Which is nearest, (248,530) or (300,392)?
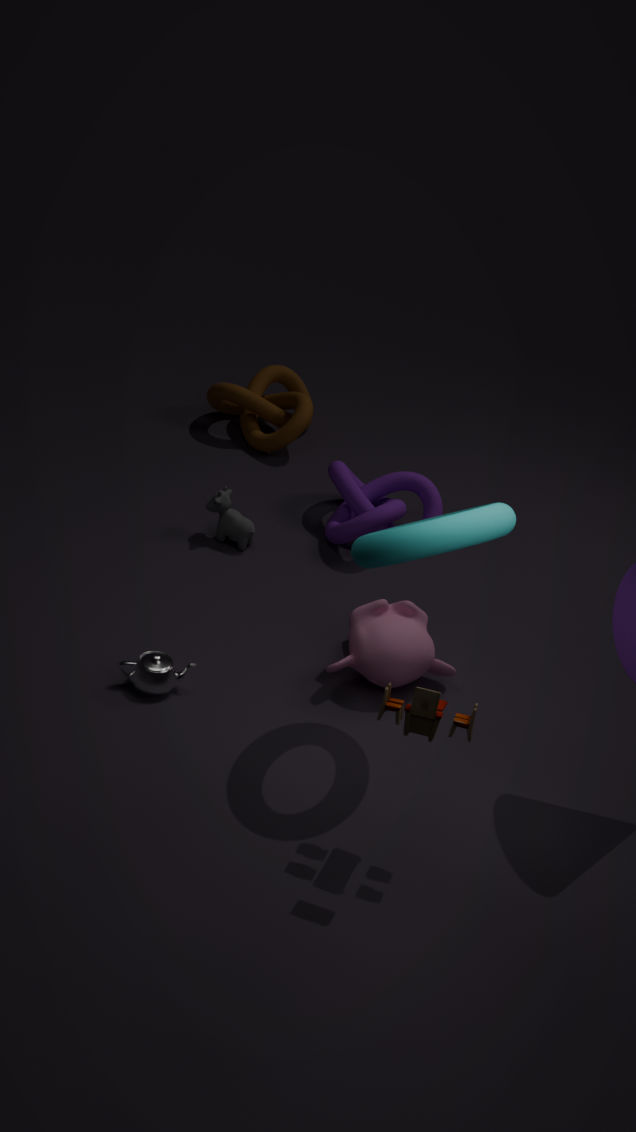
(248,530)
